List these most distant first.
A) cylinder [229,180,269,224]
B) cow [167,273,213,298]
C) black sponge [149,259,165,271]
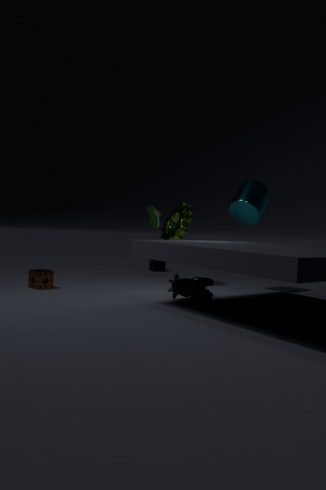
black sponge [149,259,165,271] < cylinder [229,180,269,224] < cow [167,273,213,298]
